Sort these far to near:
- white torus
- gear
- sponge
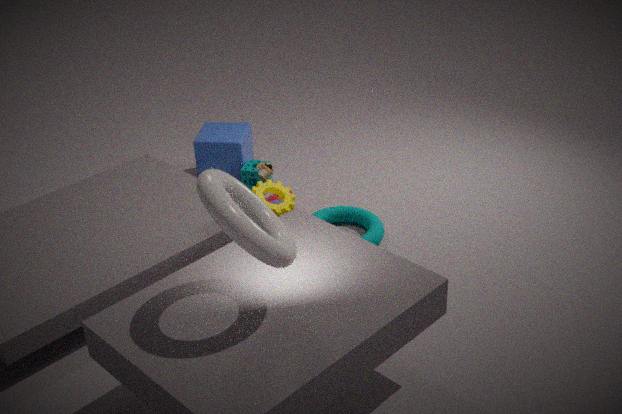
1. sponge
2. gear
3. white torus
